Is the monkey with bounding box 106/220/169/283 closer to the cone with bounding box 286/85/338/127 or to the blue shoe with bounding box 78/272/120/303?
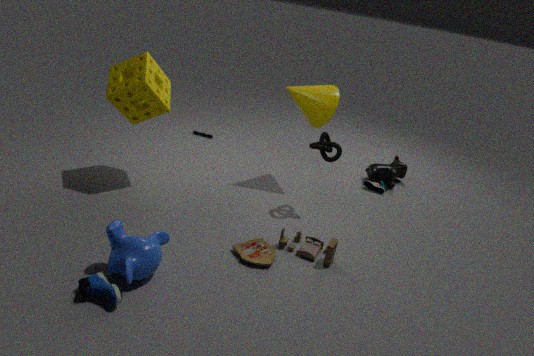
the blue shoe with bounding box 78/272/120/303
